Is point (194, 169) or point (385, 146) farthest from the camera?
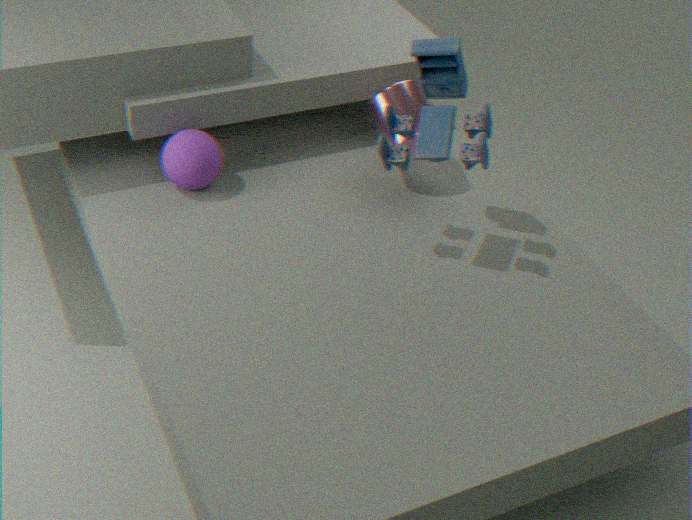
point (194, 169)
